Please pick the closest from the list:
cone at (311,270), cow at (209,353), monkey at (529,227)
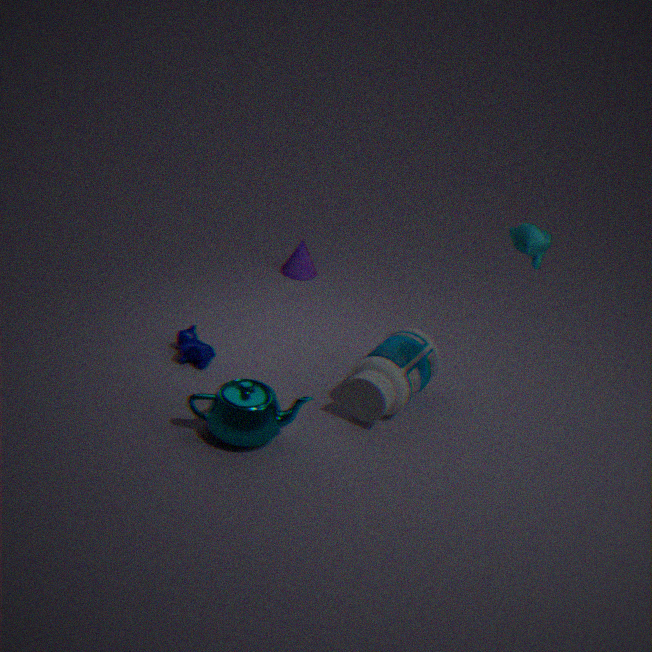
monkey at (529,227)
